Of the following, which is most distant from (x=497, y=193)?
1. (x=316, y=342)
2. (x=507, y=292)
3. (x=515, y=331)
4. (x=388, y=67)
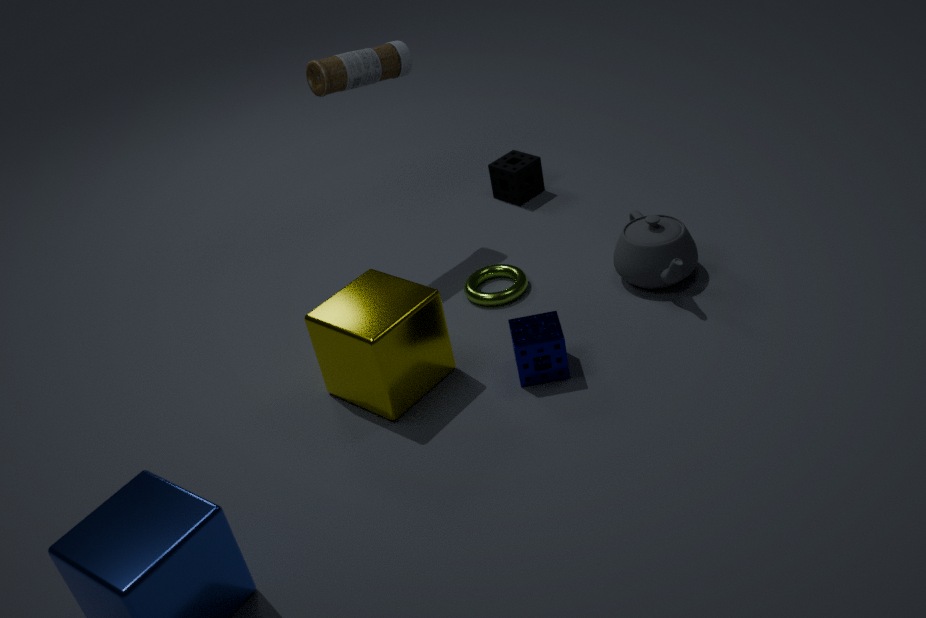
(x=316, y=342)
